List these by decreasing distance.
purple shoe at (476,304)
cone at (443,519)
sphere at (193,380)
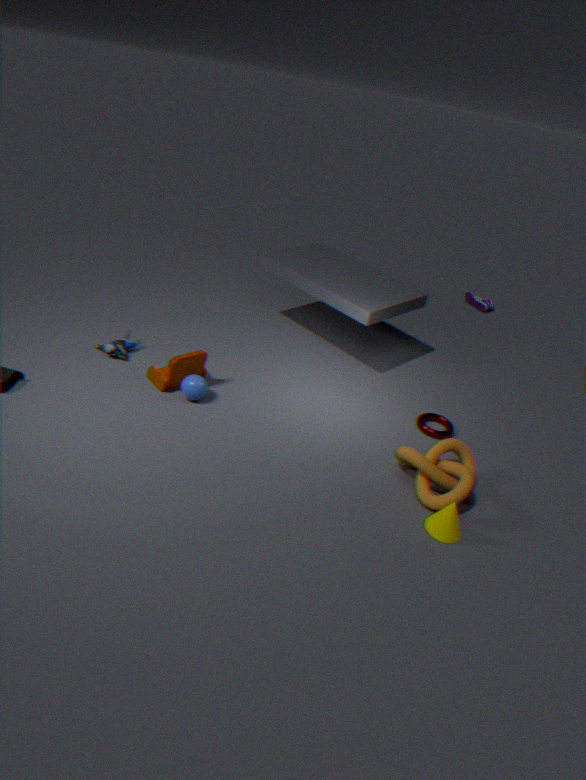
1. purple shoe at (476,304)
2. sphere at (193,380)
3. cone at (443,519)
